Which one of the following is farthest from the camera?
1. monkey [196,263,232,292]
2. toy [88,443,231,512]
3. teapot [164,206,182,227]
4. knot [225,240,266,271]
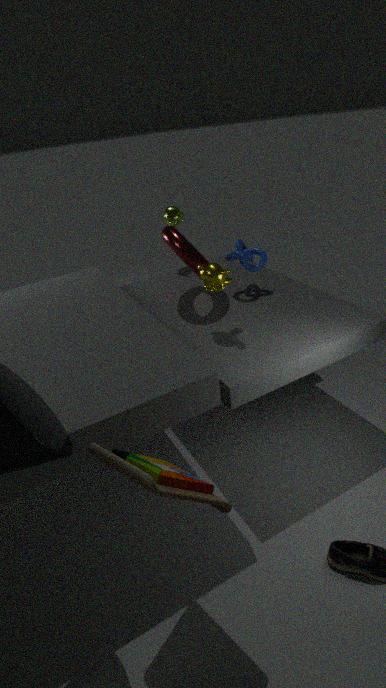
teapot [164,206,182,227]
